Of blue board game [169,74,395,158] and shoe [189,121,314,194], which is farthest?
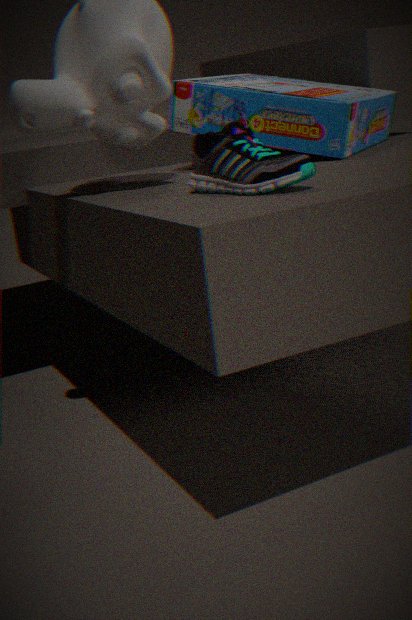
blue board game [169,74,395,158]
